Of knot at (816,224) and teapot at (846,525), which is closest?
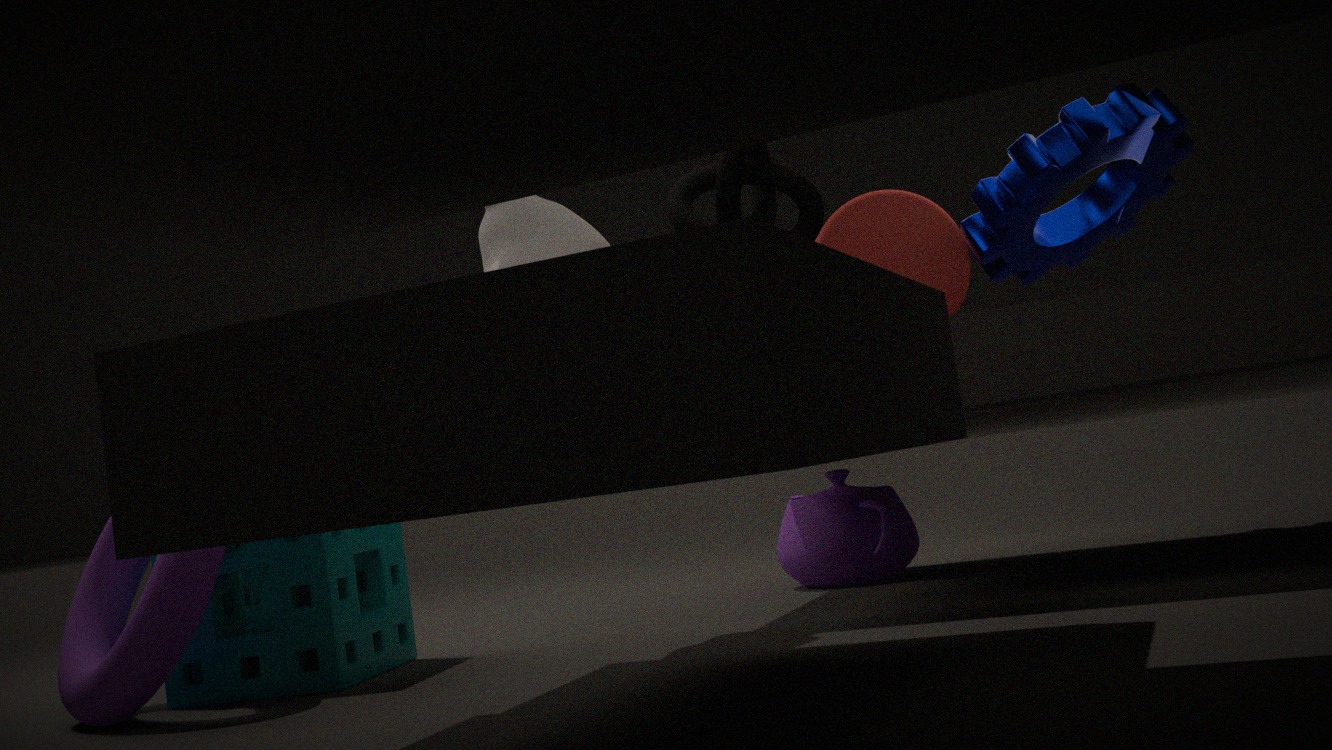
knot at (816,224)
